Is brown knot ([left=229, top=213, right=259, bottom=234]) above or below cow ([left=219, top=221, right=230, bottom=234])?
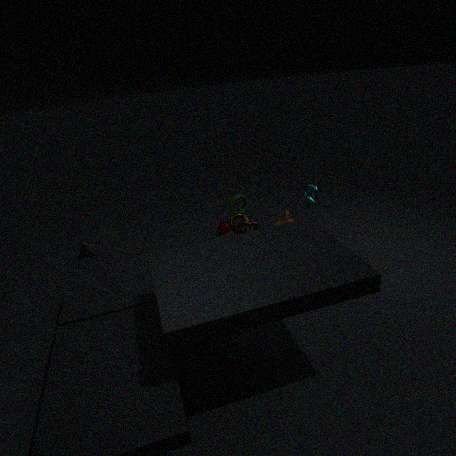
above
